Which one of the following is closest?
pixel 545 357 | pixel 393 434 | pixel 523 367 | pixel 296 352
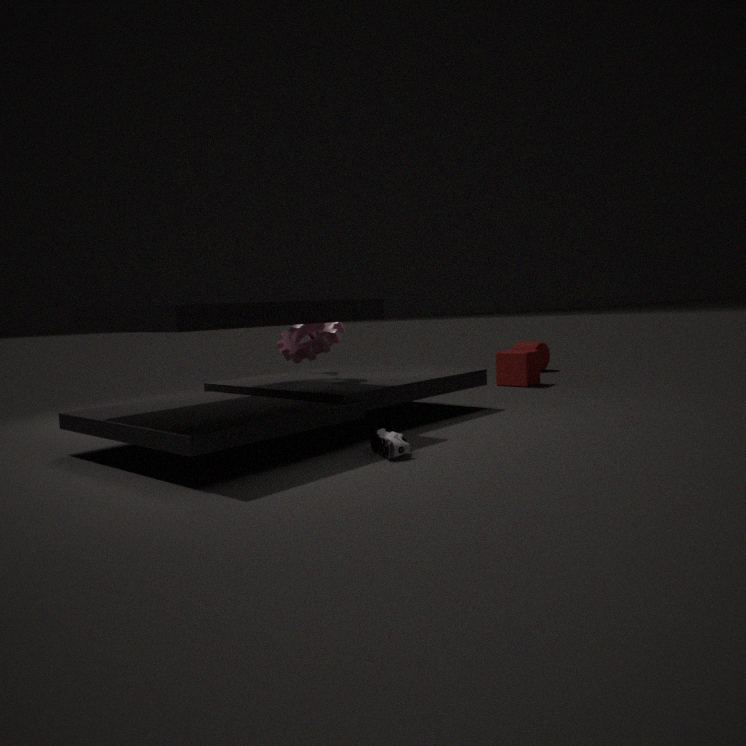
pixel 393 434
